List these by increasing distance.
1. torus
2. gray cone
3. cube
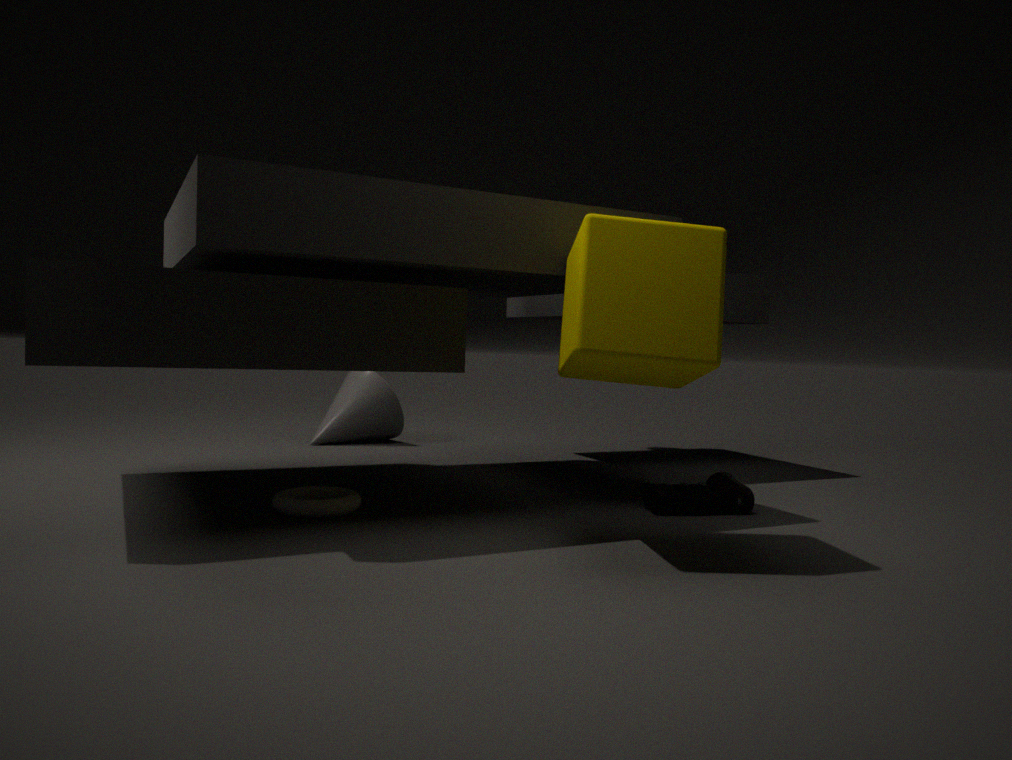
1. cube
2. torus
3. gray cone
